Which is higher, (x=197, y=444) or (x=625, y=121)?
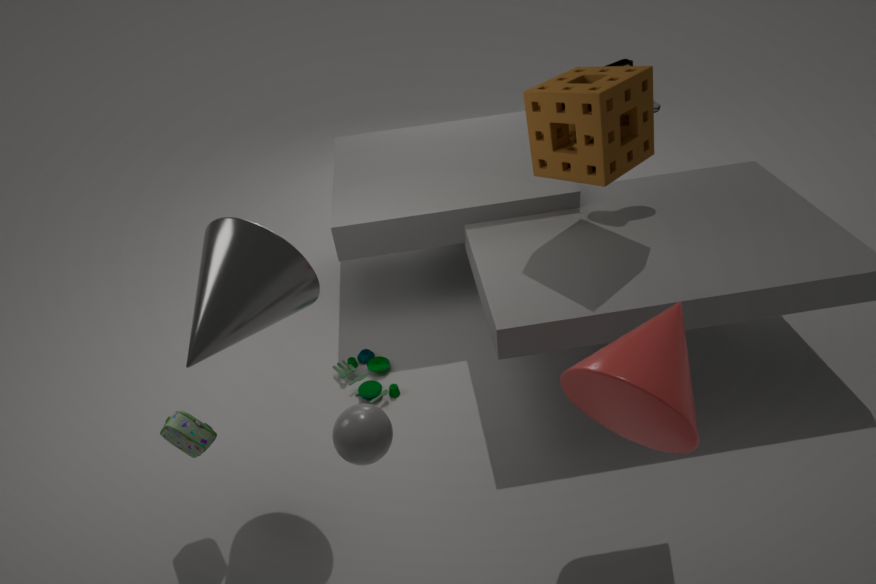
(x=625, y=121)
